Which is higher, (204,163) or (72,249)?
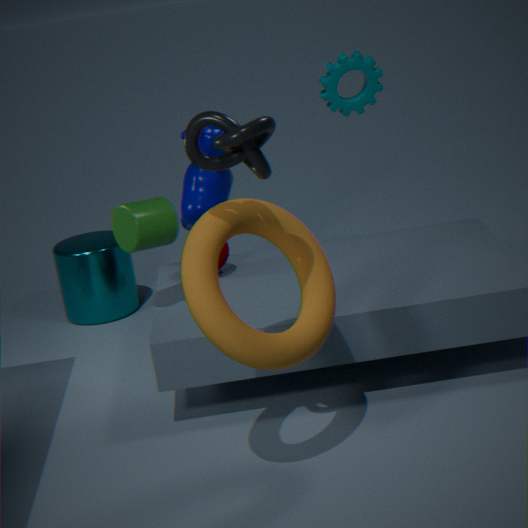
(204,163)
